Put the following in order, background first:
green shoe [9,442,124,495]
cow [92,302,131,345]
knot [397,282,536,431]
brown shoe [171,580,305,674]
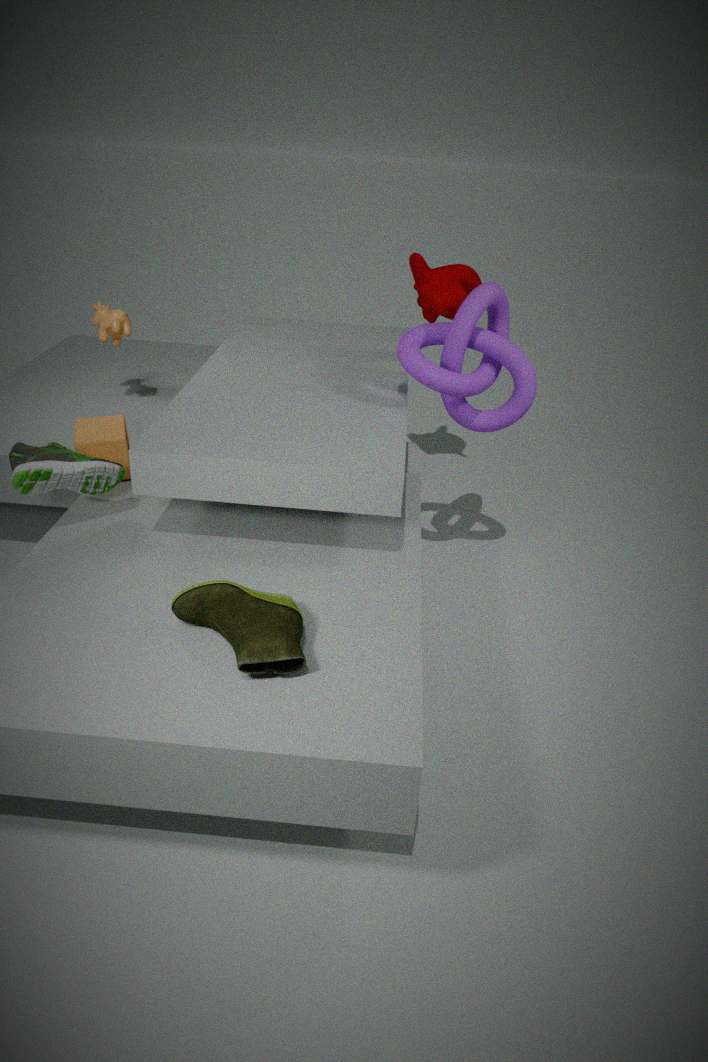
cow [92,302,131,345], knot [397,282,536,431], green shoe [9,442,124,495], brown shoe [171,580,305,674]
